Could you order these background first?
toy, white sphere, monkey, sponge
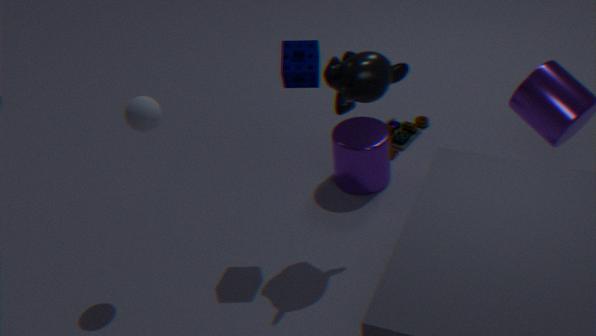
toy → sponge → white sphere → monkey
